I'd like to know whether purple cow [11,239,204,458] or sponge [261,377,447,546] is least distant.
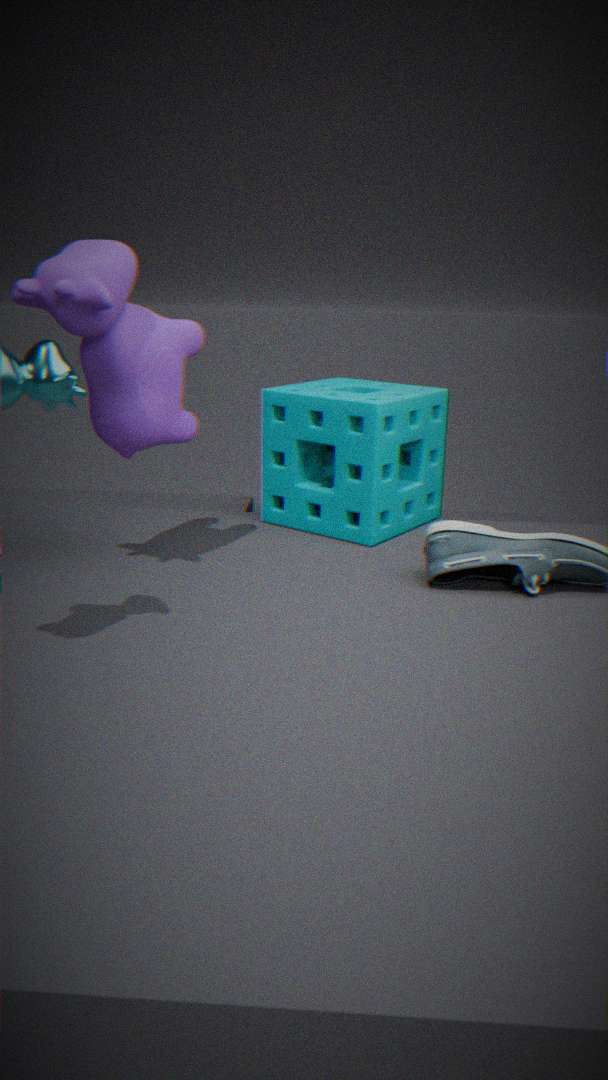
purple cow [11,239,204,458]
